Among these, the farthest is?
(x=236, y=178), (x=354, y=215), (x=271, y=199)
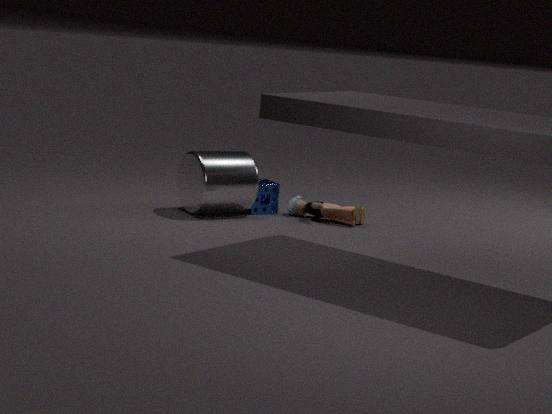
(x=271, y=199)
